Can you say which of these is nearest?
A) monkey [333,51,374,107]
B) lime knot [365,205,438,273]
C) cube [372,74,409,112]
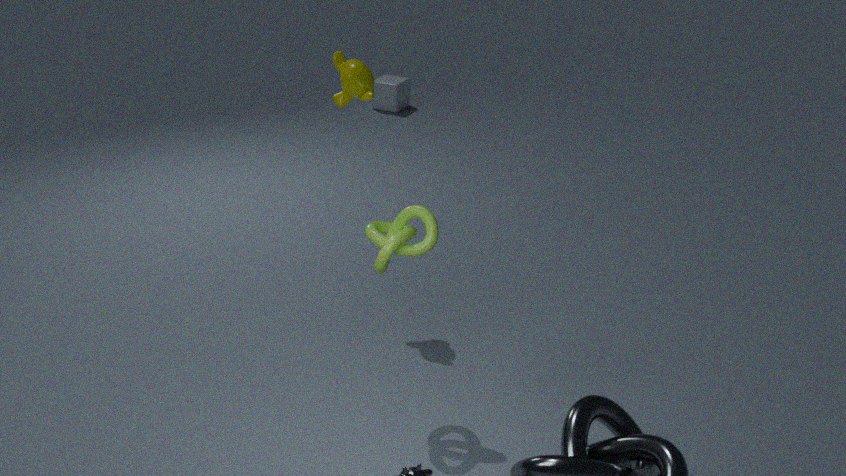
lime knot [365,205,438,273]
